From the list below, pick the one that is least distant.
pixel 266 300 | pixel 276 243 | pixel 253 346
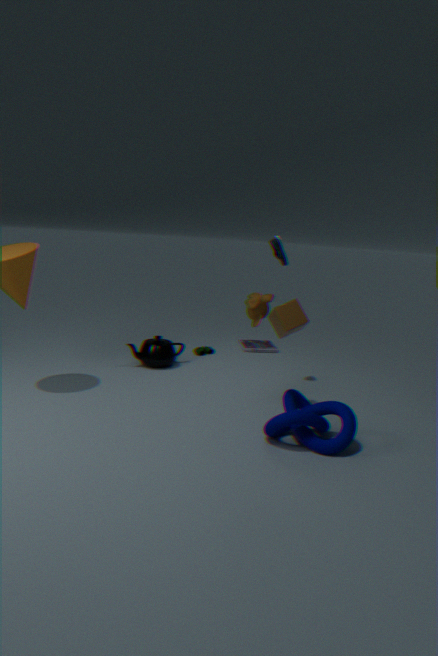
pixel 266 300
